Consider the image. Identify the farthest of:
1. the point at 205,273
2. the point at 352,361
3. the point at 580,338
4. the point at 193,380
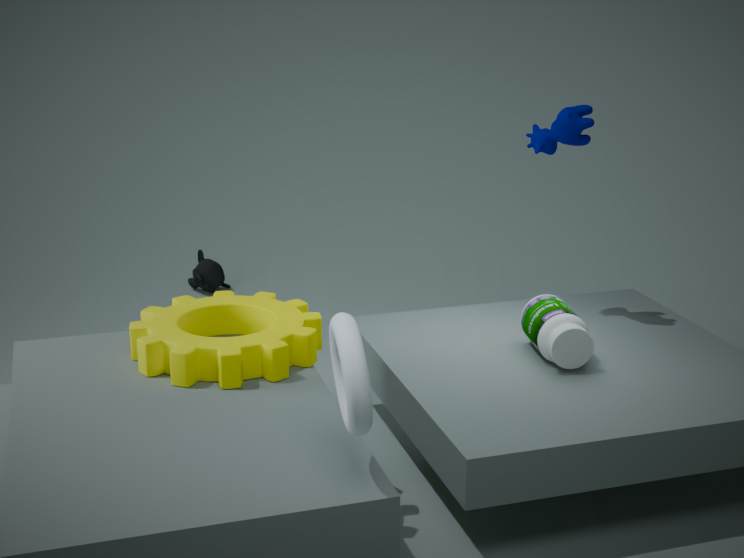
the point at 205,273
